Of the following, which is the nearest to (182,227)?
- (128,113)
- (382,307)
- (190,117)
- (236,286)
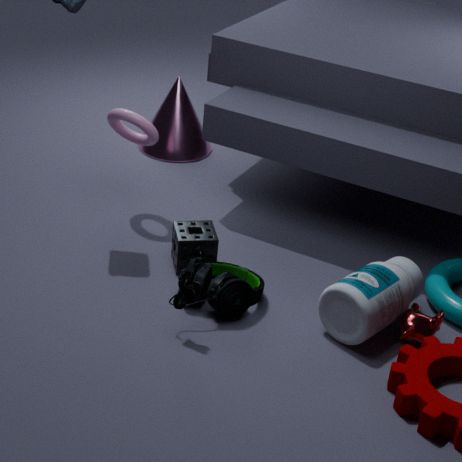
(236,286)
